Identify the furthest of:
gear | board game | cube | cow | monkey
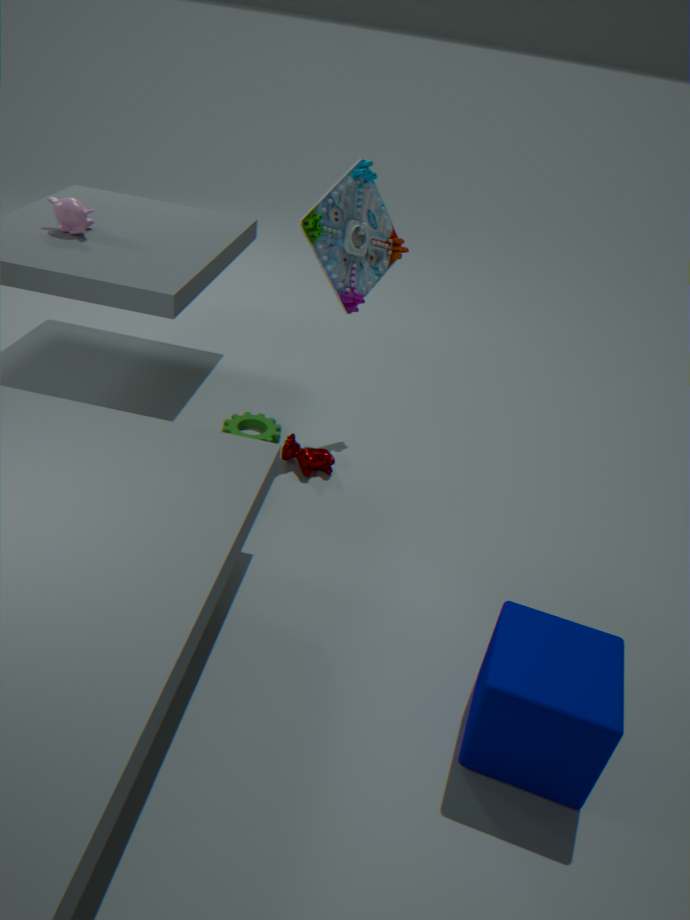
gear
